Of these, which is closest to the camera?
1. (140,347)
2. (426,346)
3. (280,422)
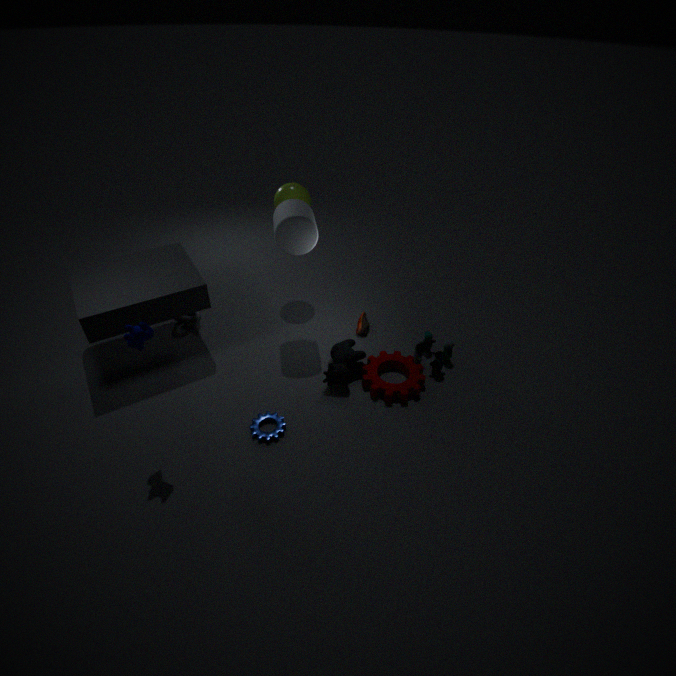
(140,347)
